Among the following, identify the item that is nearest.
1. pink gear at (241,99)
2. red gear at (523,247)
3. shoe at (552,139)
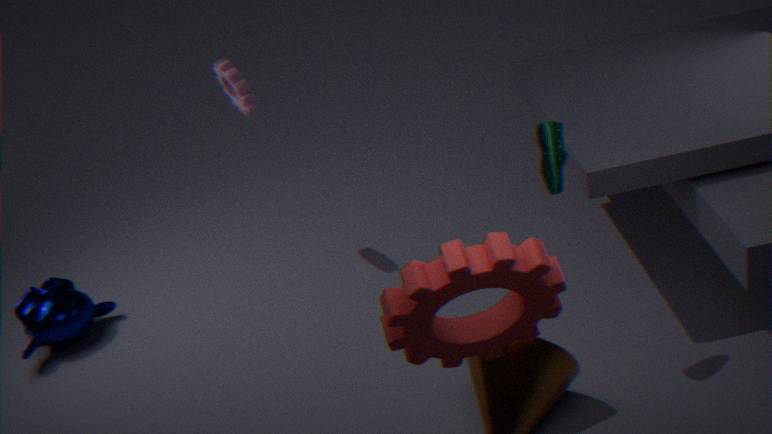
red gear at (523,247)
